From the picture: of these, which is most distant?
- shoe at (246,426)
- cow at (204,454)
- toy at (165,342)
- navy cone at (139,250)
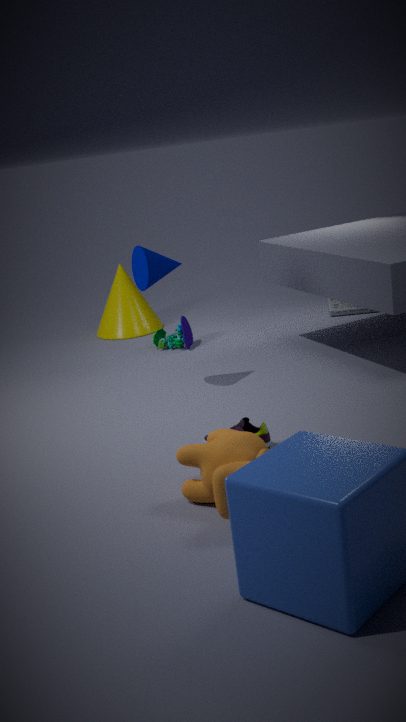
toy at (165,342)
